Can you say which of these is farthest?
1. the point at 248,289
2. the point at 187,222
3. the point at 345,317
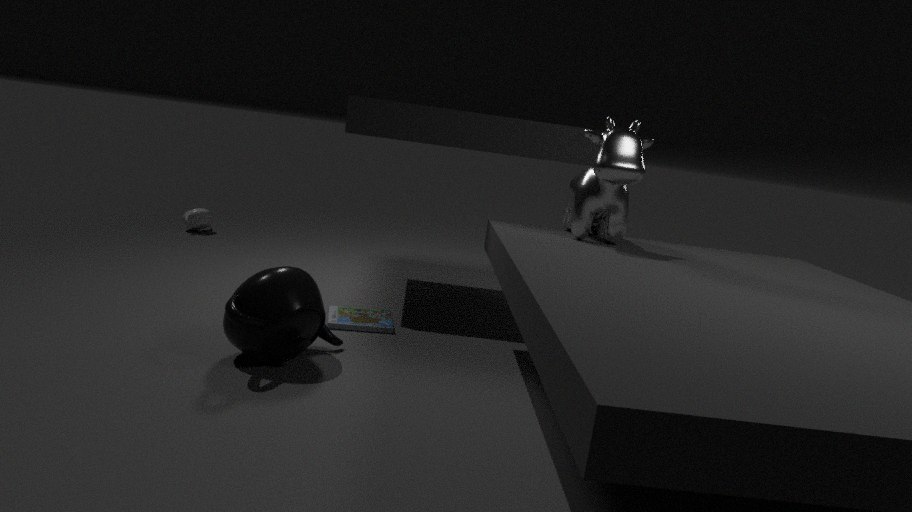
the point at 187,222
